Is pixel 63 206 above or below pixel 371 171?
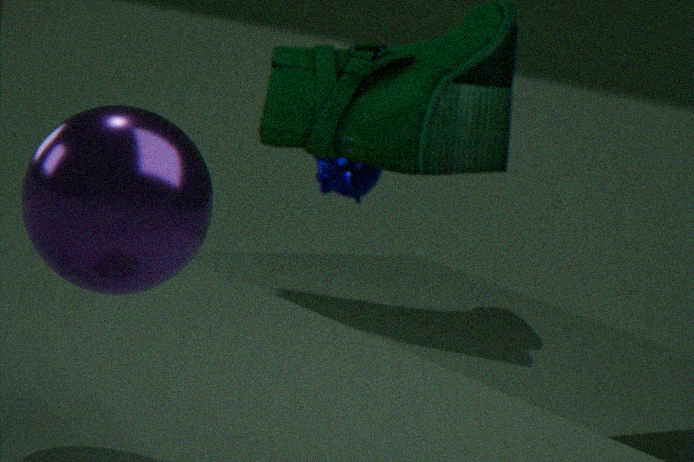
above
